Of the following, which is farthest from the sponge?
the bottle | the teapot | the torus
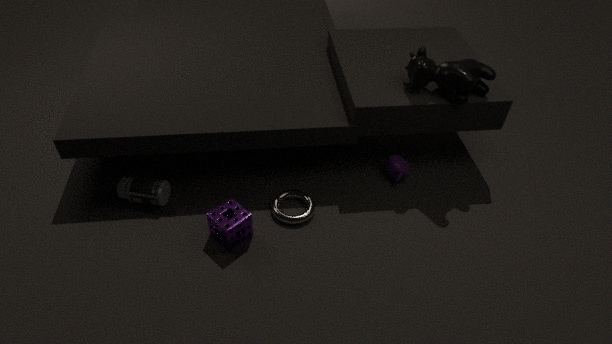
the teapot
